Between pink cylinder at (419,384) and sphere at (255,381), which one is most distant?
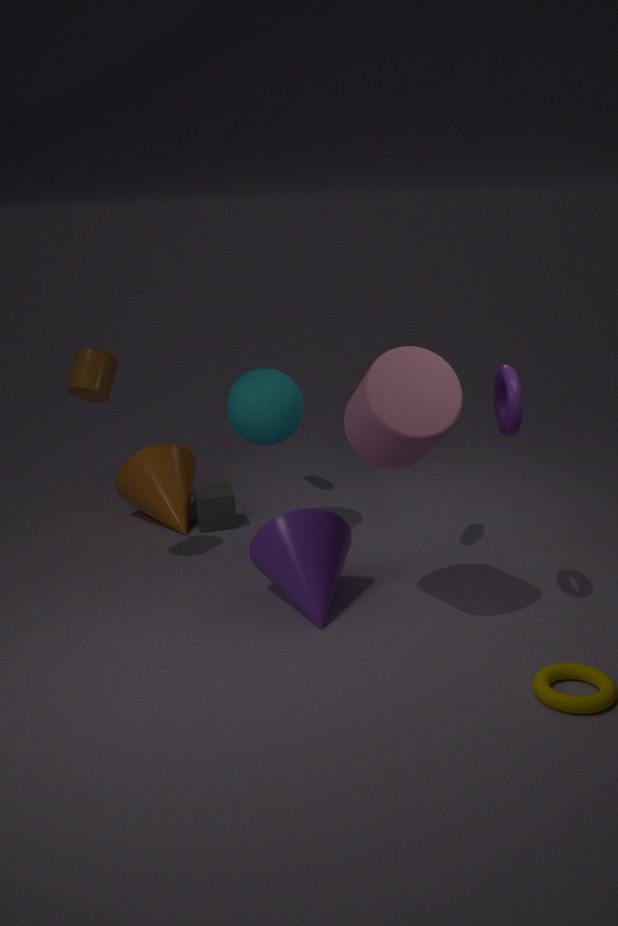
sphere at (255,381)
